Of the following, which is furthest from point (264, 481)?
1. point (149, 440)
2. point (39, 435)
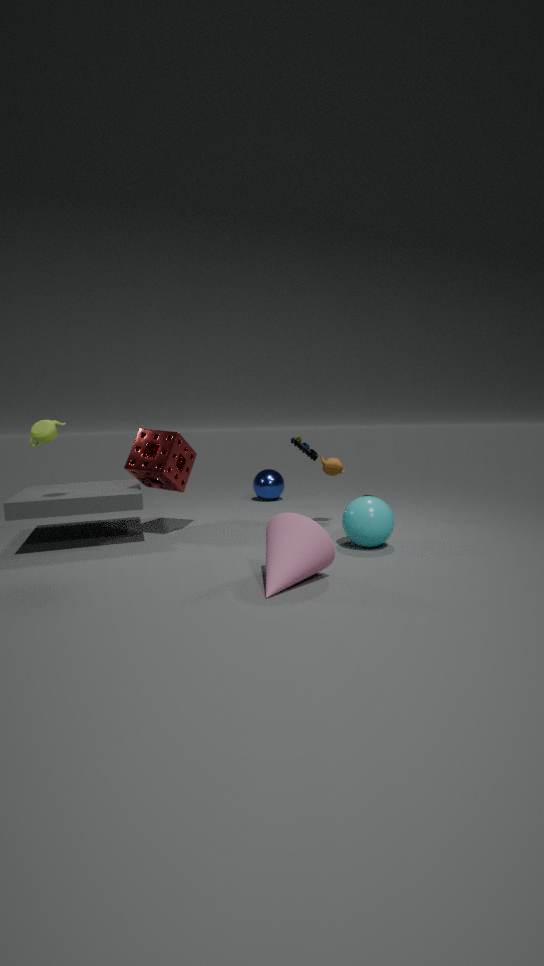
point (39, 435)
